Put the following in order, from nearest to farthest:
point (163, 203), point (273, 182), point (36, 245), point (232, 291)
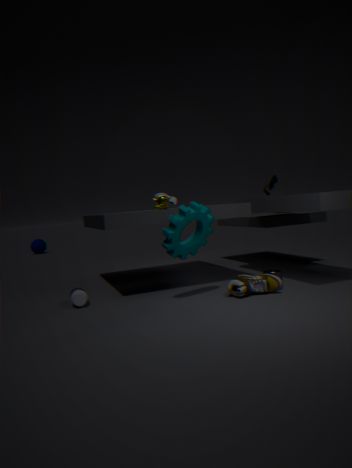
1. point (232, 291)
2. point (163, 203)
3. point (273, 182)
4. point (36, 245)
